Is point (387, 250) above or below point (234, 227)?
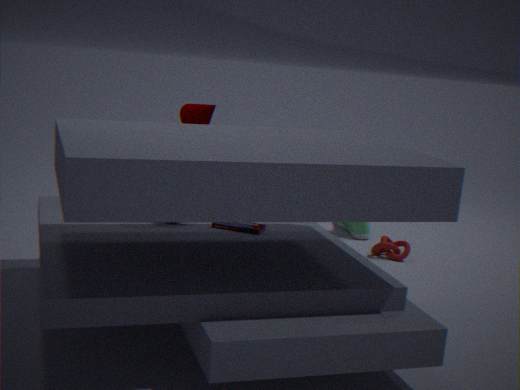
below
